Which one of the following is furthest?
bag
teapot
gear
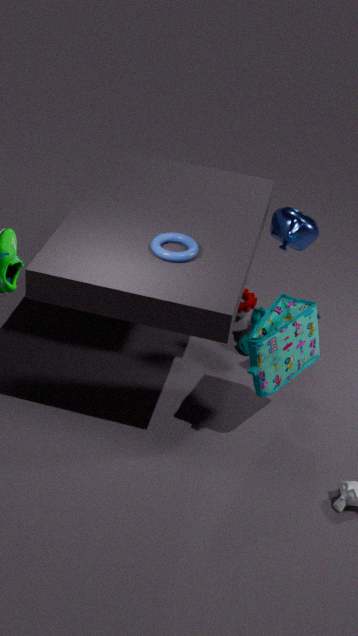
gear
